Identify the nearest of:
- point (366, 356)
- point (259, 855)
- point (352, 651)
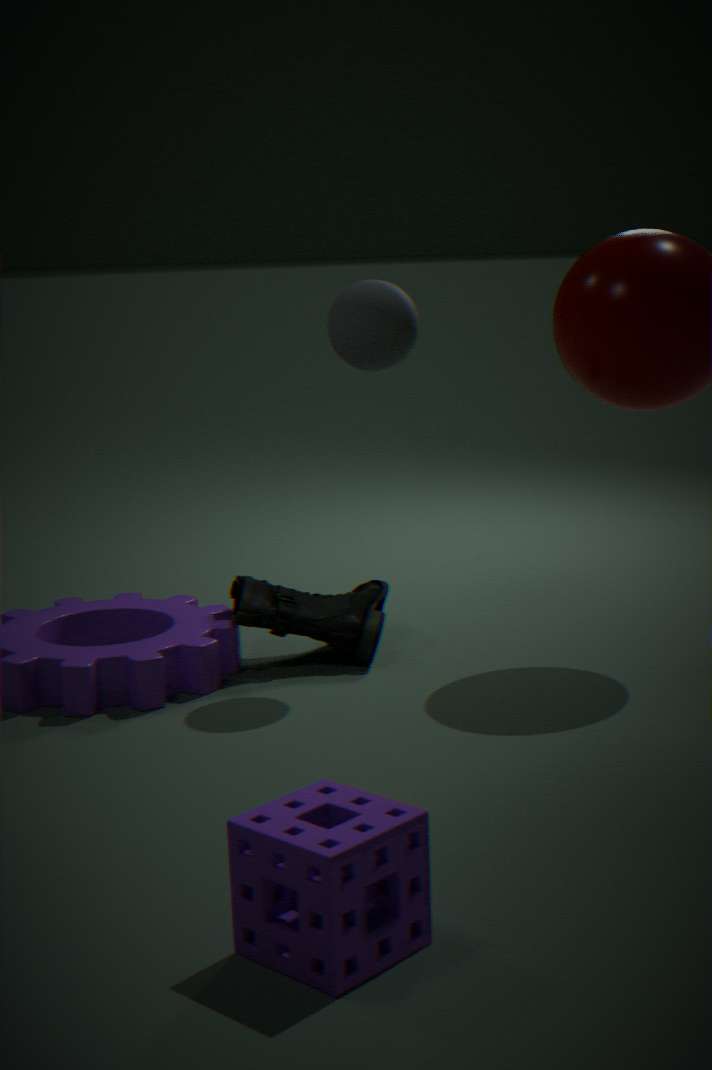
point (259, 855)
